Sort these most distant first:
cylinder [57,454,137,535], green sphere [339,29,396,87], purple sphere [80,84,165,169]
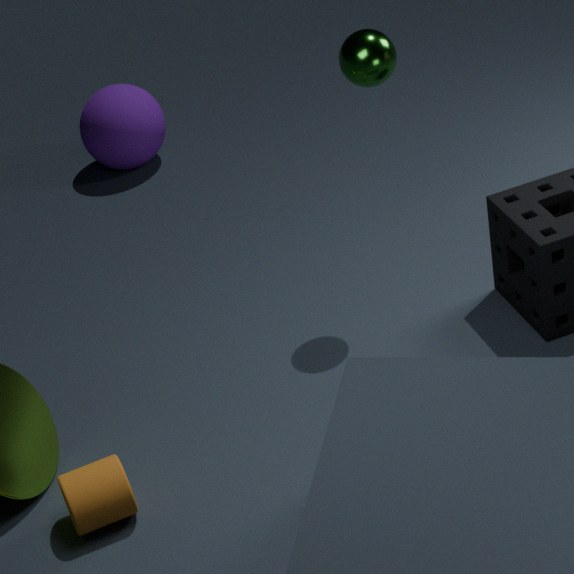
1. purple sphere [80,84,165,169]
2. green sphere [339,29,396,87]
3. cylinder [57,454,137,535]
